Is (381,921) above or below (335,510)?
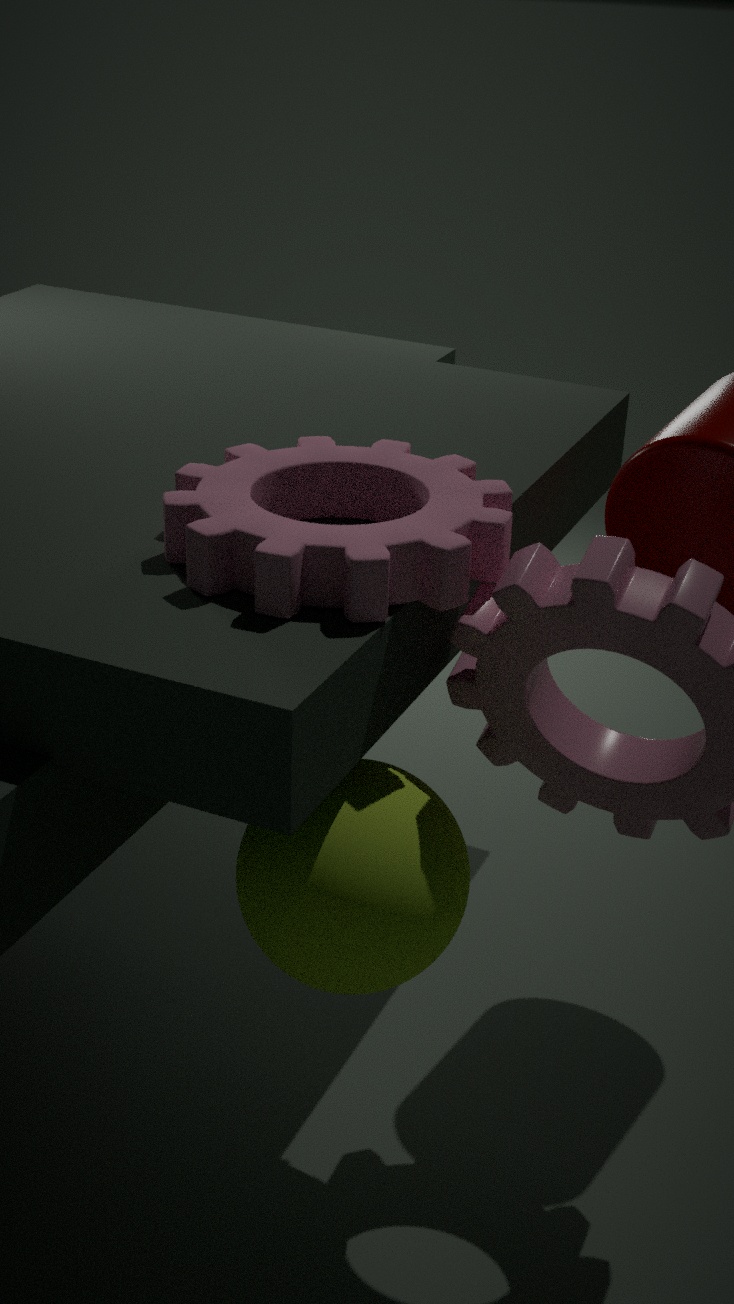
below
